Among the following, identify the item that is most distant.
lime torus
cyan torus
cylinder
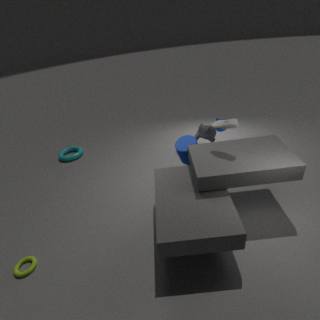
cyan torus
